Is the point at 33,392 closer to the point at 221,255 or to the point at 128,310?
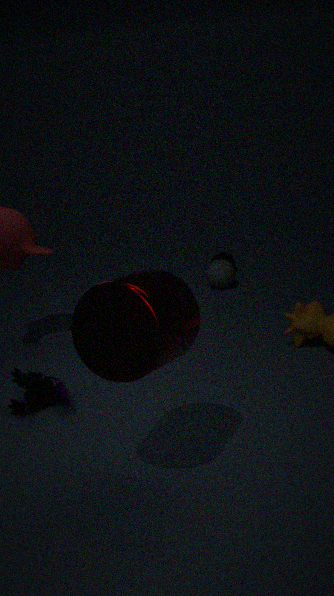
the point at 128,310
